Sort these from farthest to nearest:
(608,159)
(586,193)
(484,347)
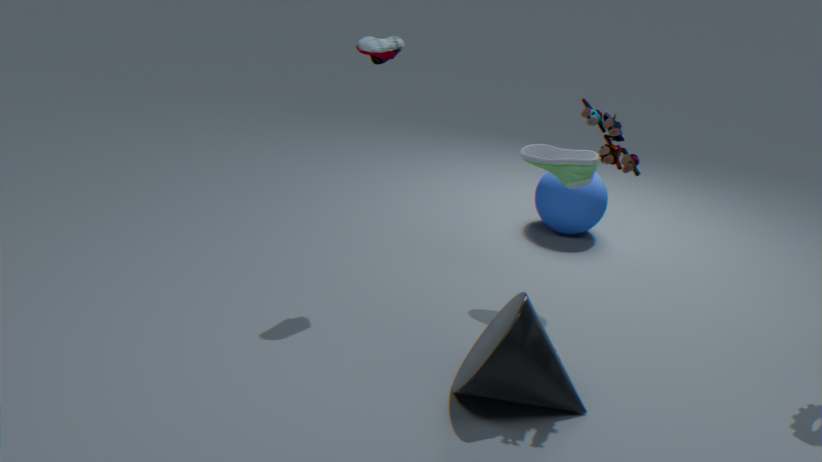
1. (586,193)
2. (484,347)
3. (608,159)
